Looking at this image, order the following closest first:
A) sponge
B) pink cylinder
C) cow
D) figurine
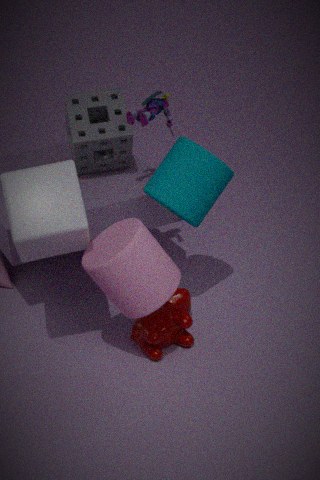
pink cylinder → cow → figurine → sponge
